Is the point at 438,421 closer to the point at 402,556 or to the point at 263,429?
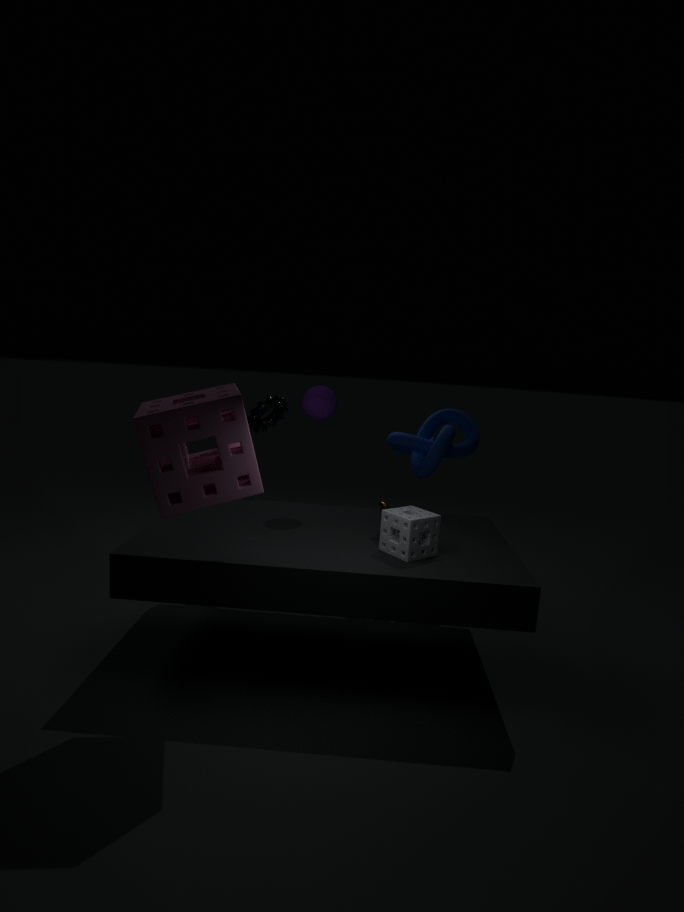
the point at 263,429
